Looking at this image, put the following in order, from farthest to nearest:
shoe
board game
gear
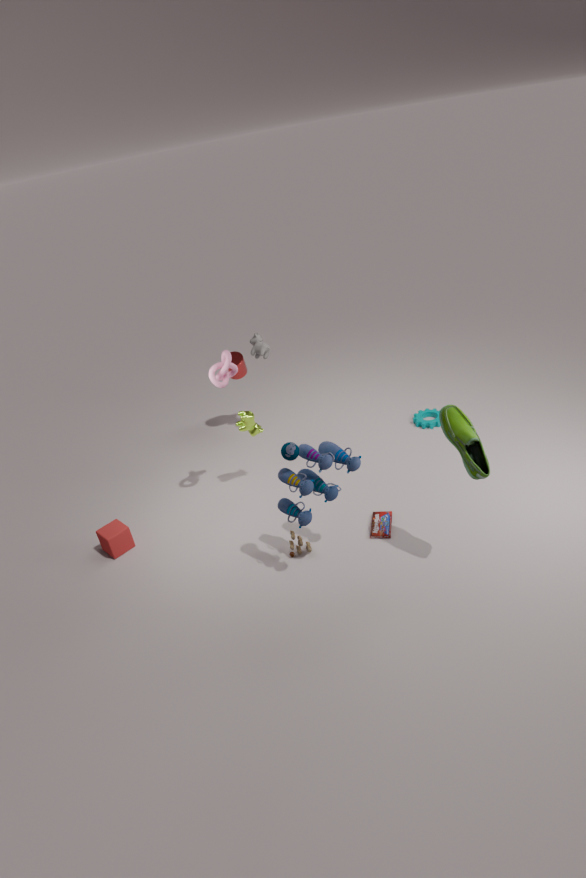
gear
board game
shoe
